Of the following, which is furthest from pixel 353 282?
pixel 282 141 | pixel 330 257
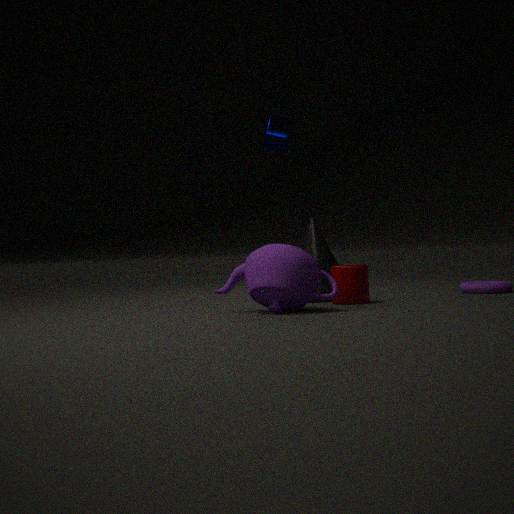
pixel 282 141
